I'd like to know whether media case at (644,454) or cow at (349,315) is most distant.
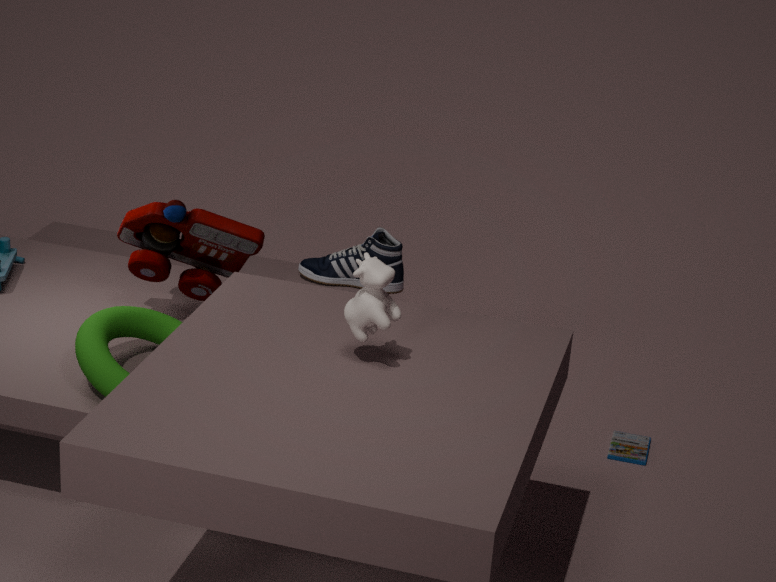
media case at (644,454)
